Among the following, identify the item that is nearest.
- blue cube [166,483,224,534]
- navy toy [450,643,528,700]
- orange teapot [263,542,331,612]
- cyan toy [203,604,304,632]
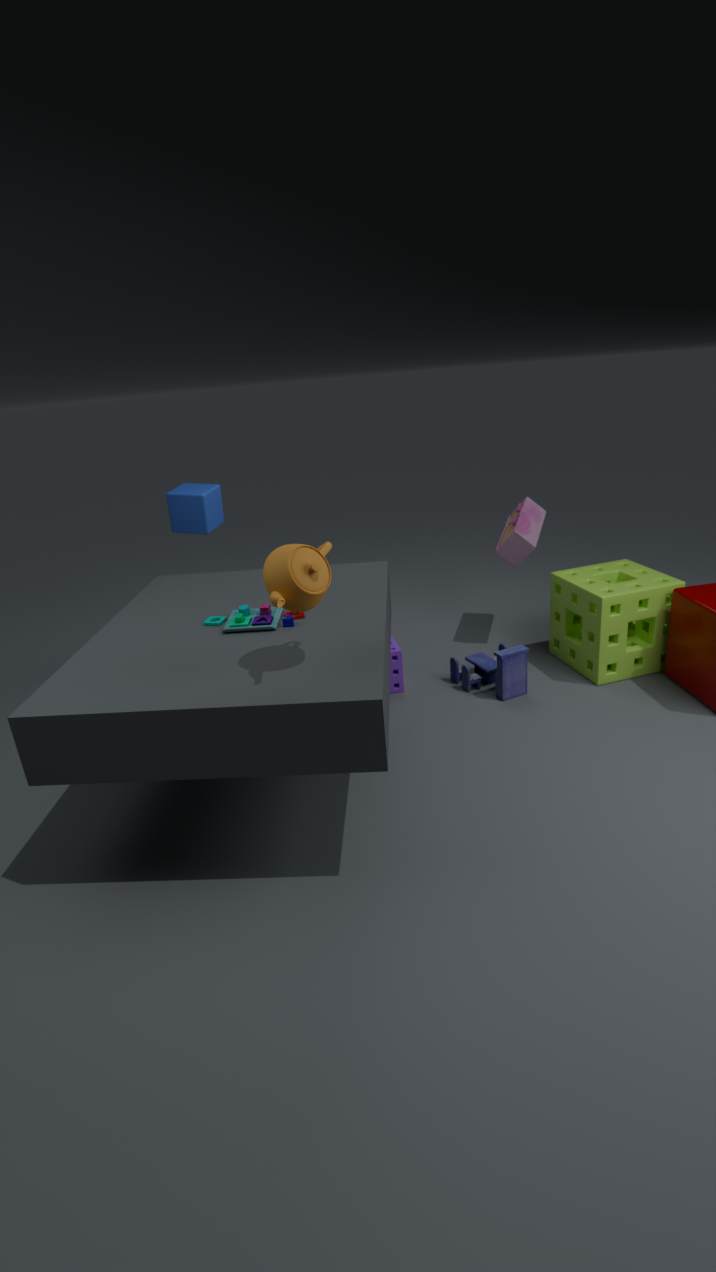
orange teapot [263,542,331,612]
